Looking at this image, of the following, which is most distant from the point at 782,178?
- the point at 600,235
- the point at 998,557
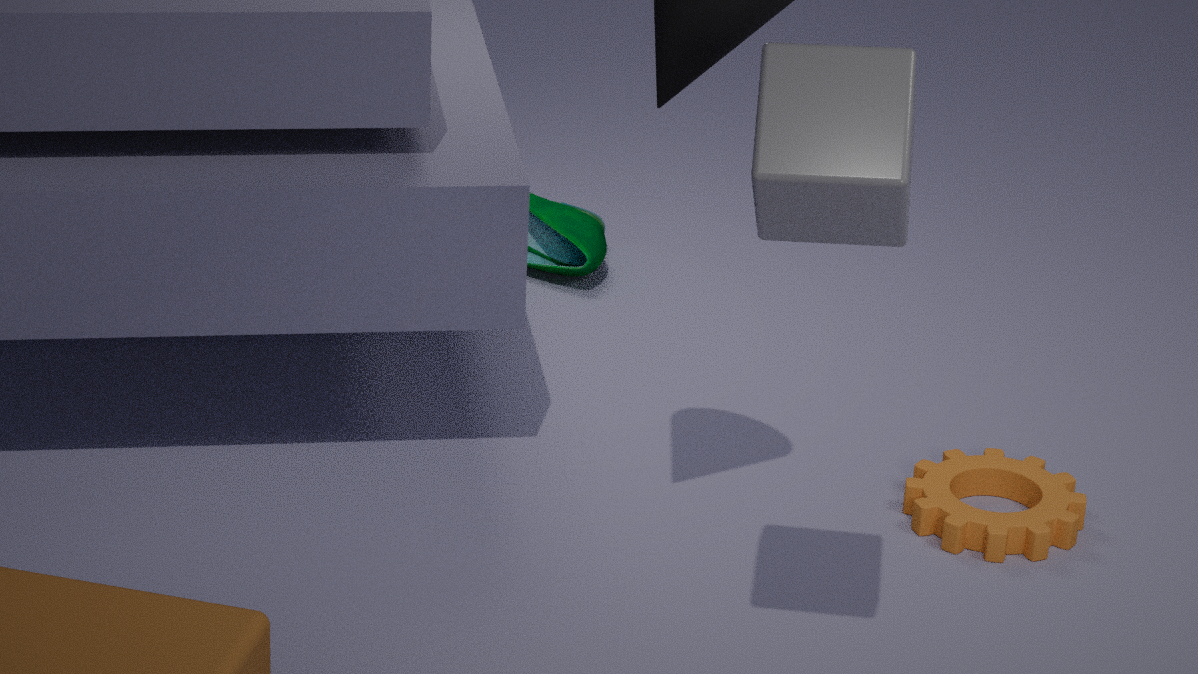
the point at 600,235
